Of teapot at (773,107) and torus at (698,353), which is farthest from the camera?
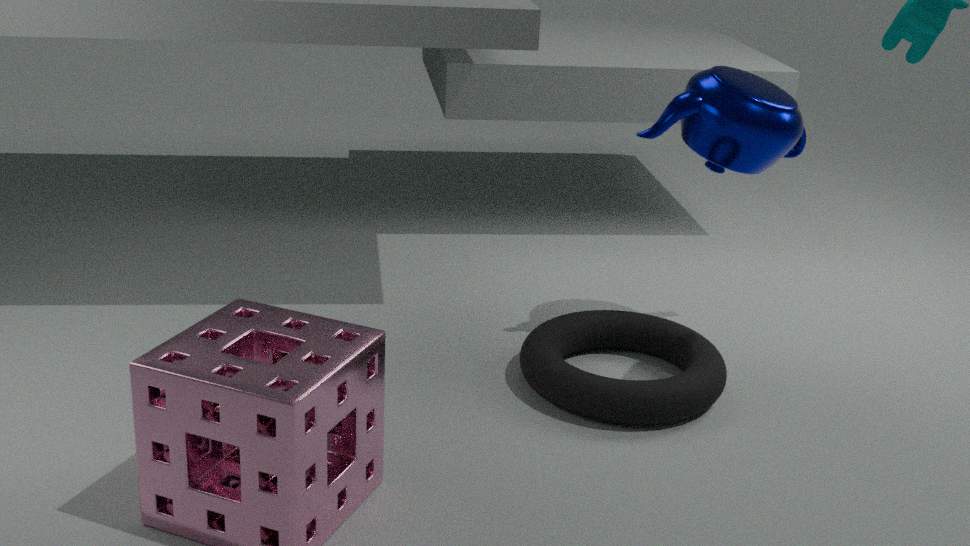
teapot at (773,107)
